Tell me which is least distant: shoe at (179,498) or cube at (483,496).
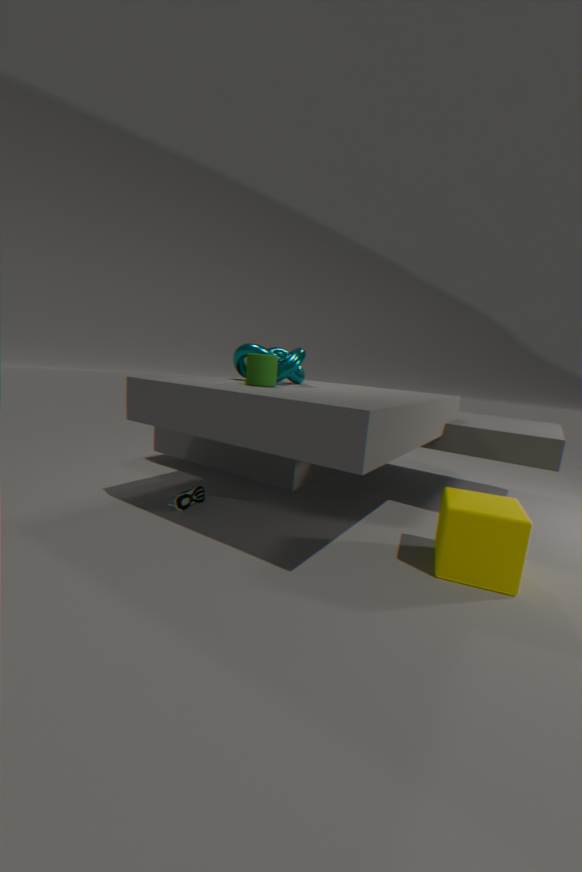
cube at (483,496)
